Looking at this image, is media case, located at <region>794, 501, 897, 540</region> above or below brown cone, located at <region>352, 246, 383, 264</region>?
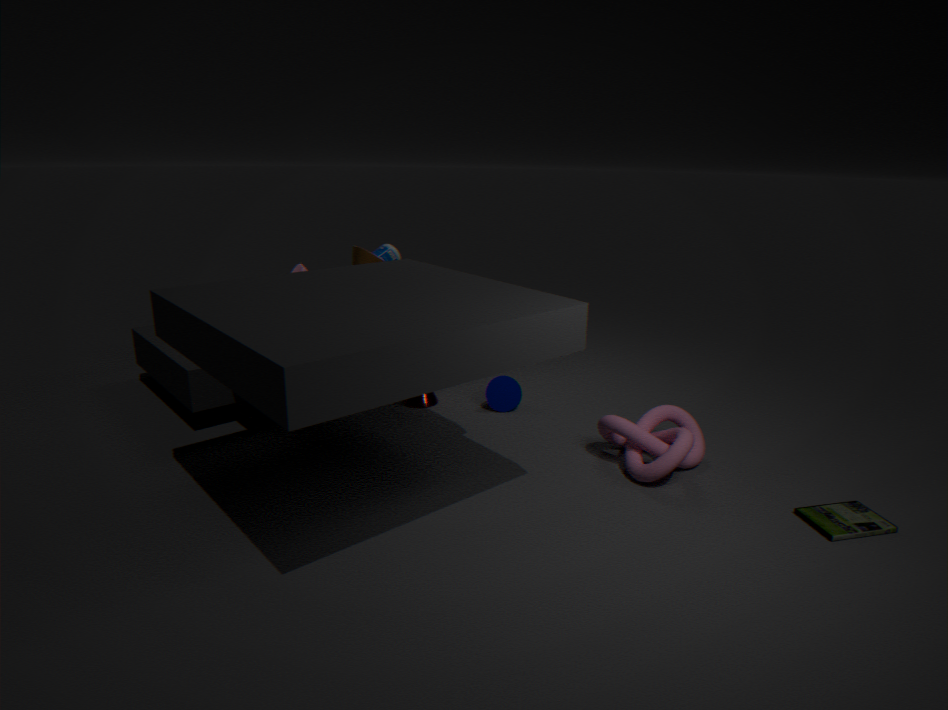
below
